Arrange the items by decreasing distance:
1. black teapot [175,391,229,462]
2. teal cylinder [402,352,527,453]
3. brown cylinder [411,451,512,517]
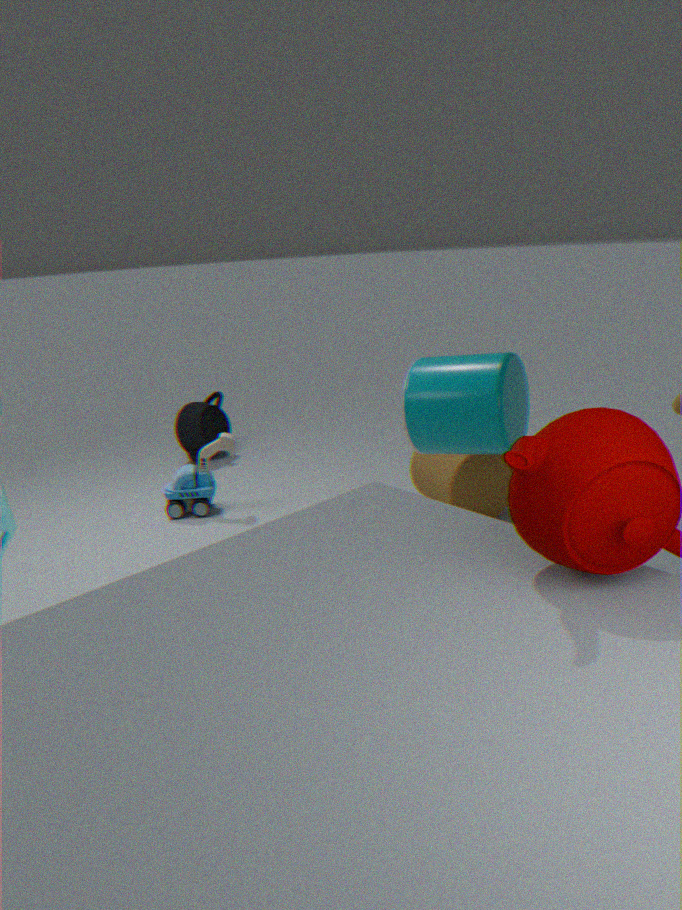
black teapot [175,391,229,462]
brown cylinder [411,451,512,517]
teal cylinder [402,352,527,453]
